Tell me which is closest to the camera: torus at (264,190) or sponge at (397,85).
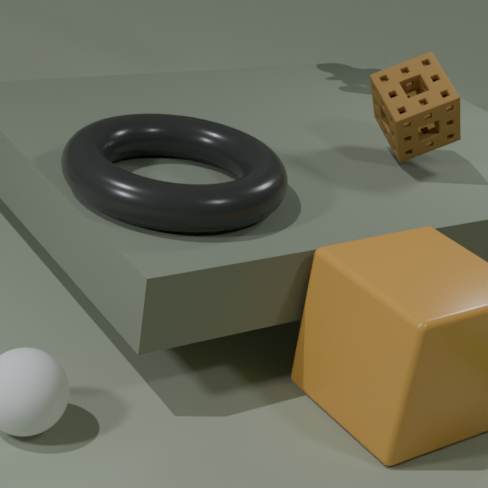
torus at (264,190)
